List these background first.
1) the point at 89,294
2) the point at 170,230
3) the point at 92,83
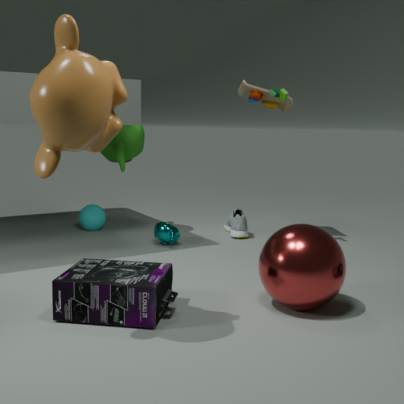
1. 2. the point at 170,230
2. 1. the point at 89,294
3. 3. the point at 92,83
